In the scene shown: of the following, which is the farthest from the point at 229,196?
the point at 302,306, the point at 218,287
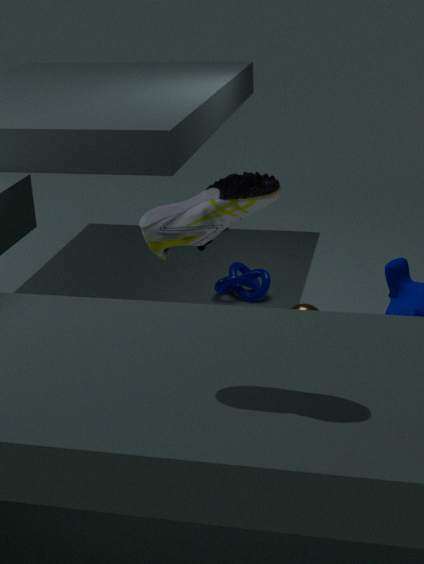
the point at 218,287
